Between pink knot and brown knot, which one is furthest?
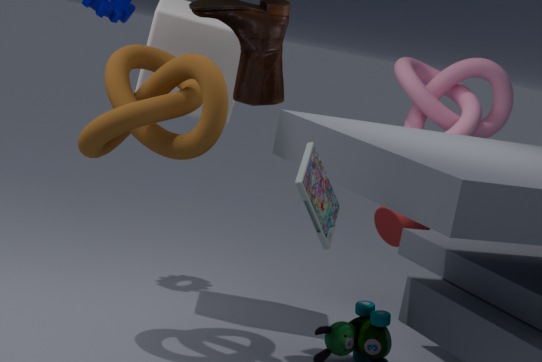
pink knot
